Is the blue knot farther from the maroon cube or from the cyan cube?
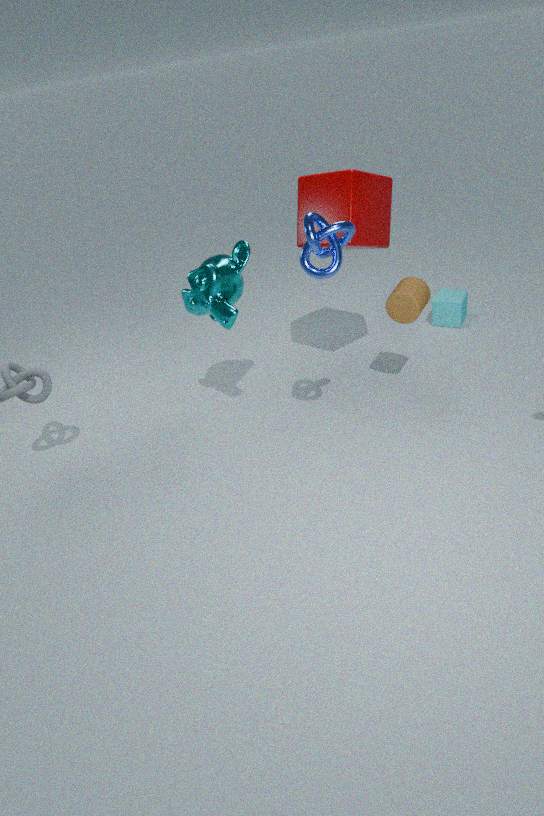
the cyan cube
